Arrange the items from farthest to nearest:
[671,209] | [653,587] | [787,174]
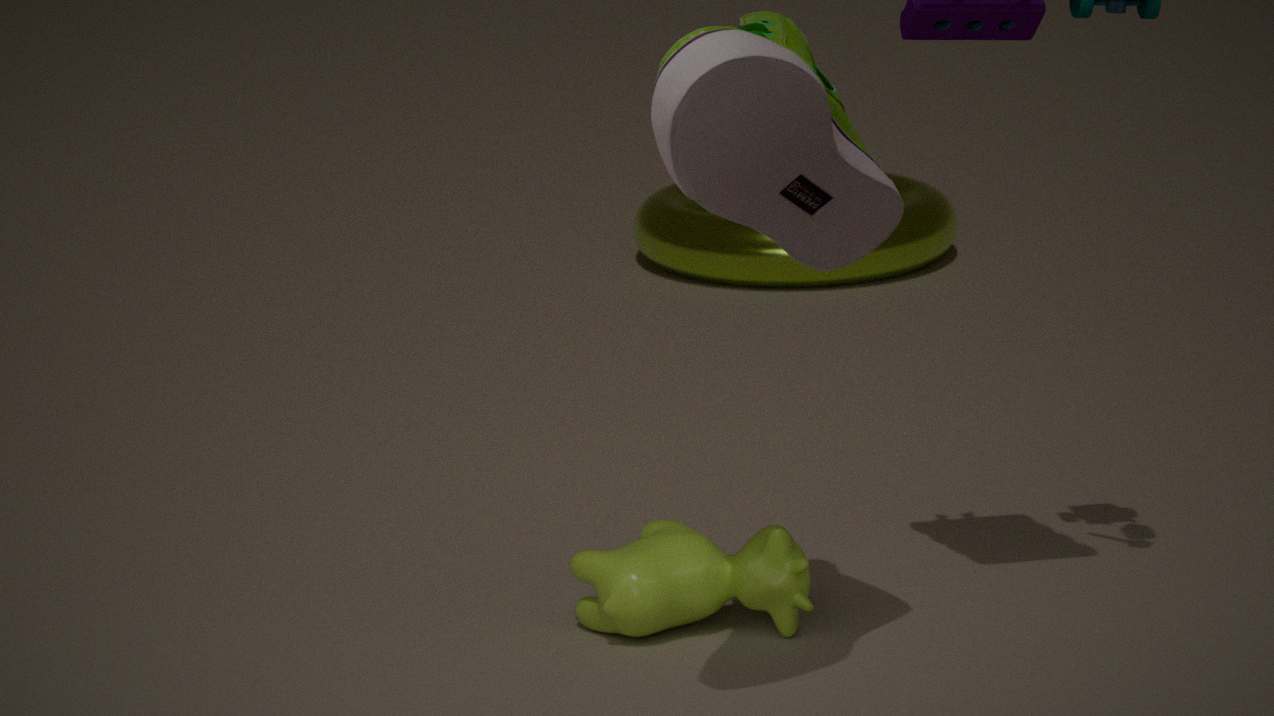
[671,209] < [653,587] < [787,174]
